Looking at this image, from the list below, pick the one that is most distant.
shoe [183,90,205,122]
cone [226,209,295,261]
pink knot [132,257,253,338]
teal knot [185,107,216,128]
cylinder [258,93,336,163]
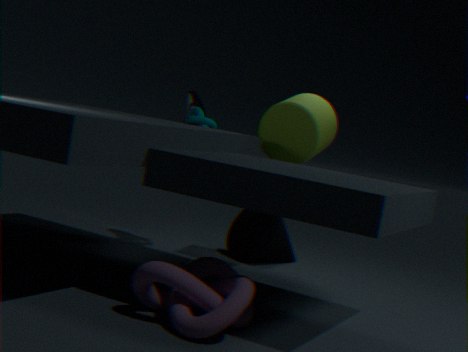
cone [226,209,295,261]
